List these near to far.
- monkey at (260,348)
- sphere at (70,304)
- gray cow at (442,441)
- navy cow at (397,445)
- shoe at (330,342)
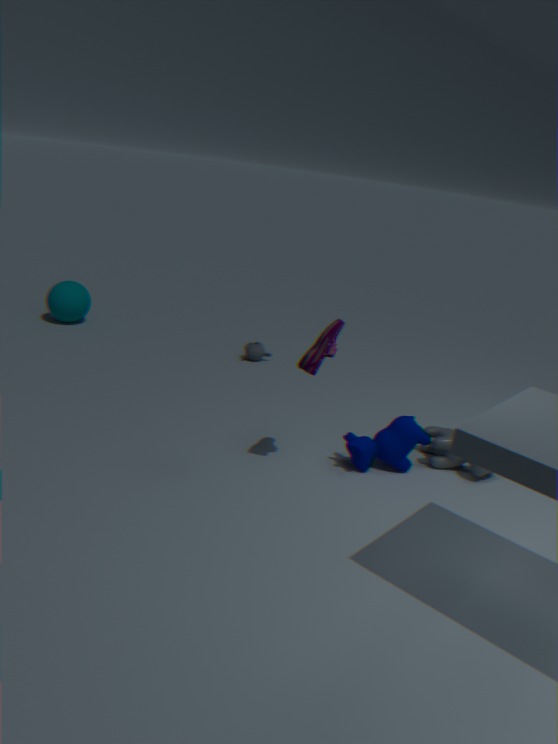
shoe at (330,342), navy cow at (397,445), gray cow at (442,441), monkey at (260,348), sphere at (70,304)
